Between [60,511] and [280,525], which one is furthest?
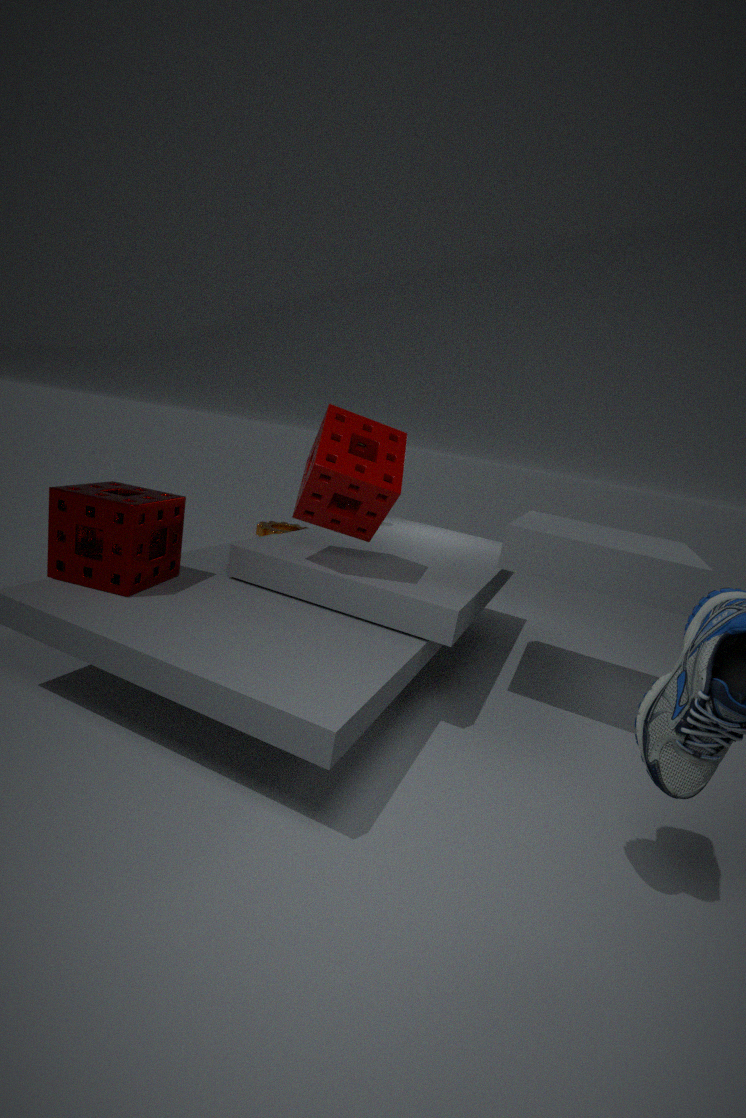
[280,525]
